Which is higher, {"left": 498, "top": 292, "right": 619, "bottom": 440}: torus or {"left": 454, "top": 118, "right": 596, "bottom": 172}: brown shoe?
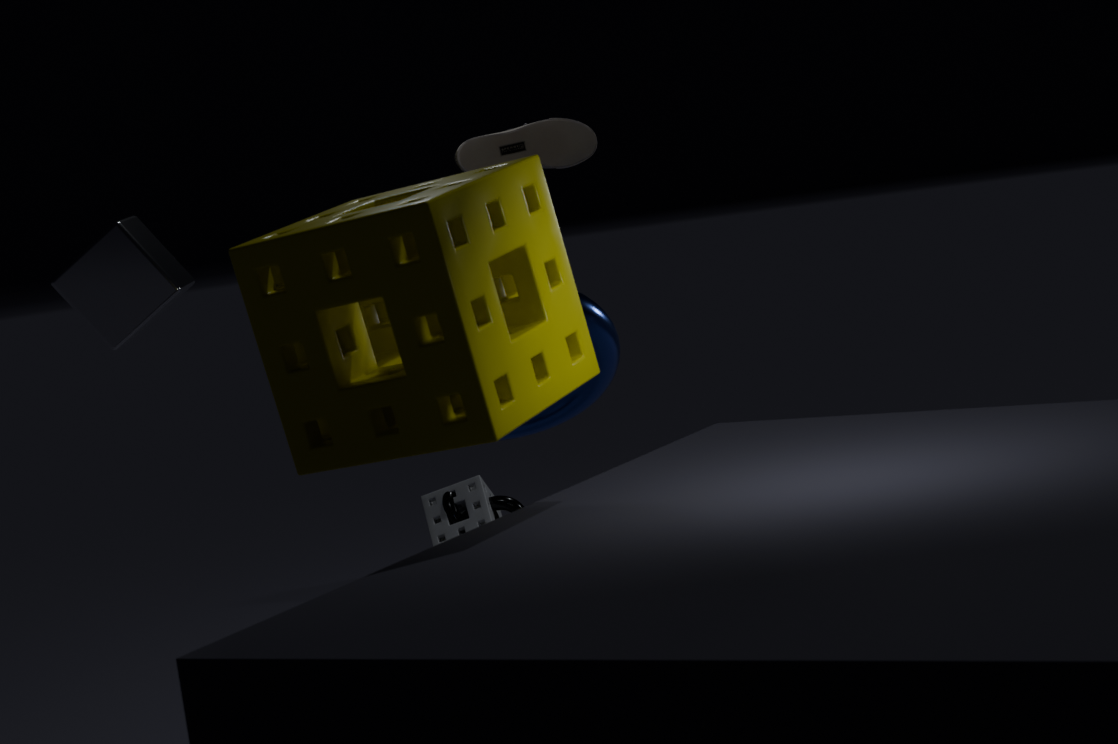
{"left": 454, "top": 118, "right": 596, "bottom": 172}: brown shoe
